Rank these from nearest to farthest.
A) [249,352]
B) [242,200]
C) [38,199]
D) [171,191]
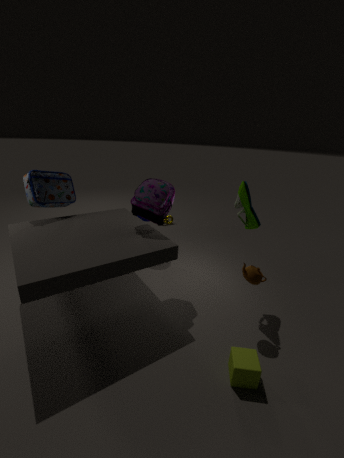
[249,352], [242,200], [38,199], [171,191]
